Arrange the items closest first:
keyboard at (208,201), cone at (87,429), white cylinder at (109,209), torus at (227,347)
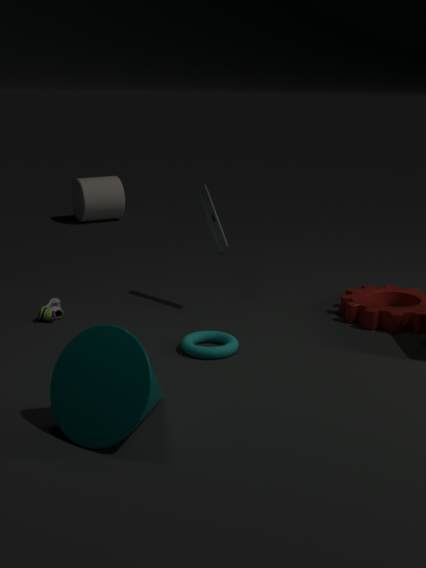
cone at (87,429), torus at (227,347), keyboard at (208,201), white cylinder at (109,209)
